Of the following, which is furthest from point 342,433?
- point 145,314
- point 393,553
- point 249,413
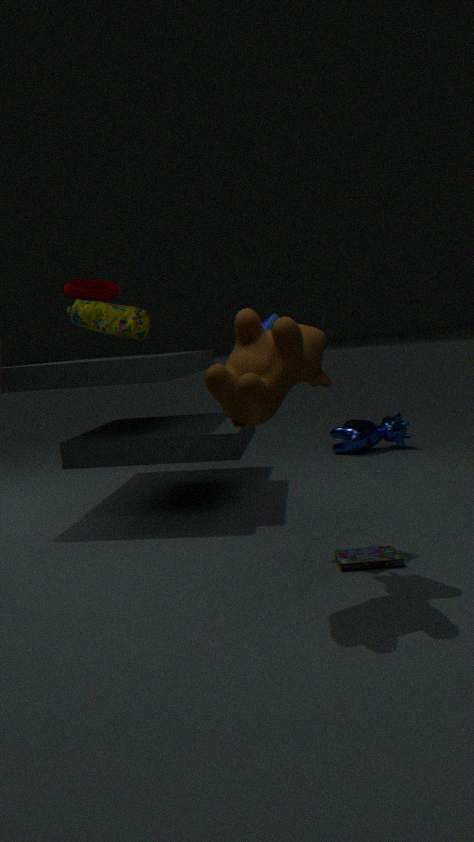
point 249,413
